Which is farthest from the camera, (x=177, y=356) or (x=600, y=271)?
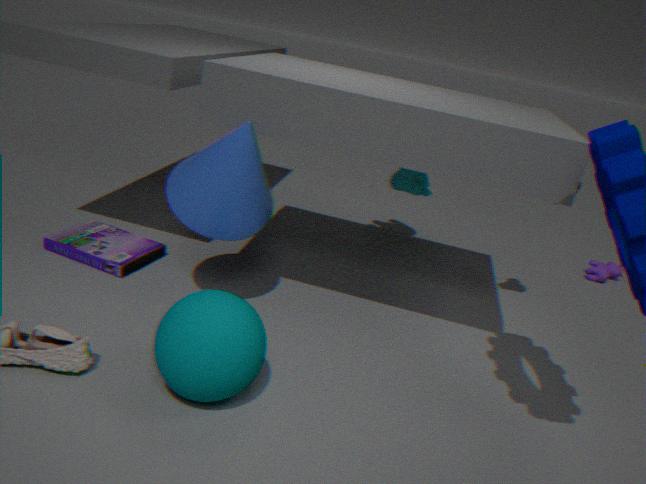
(x=600, y=271)
